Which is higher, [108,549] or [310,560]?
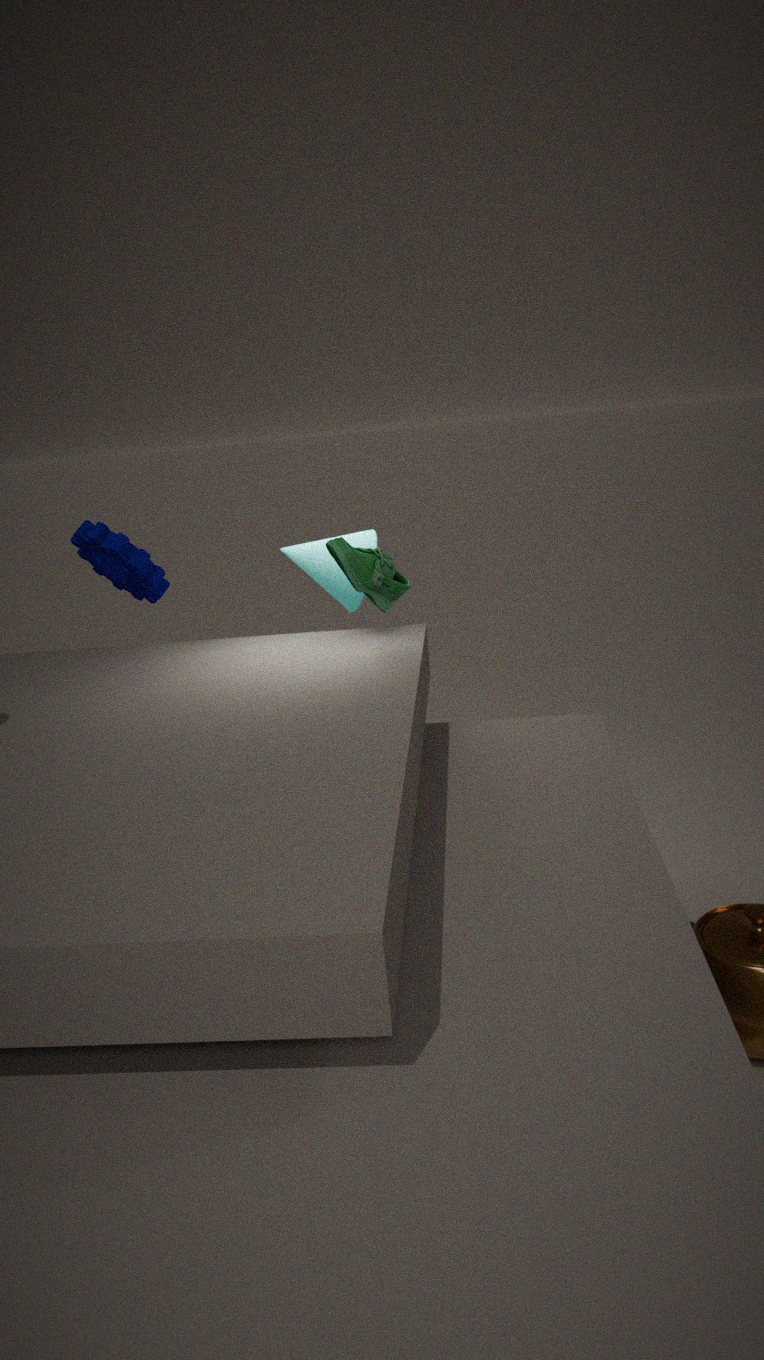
[108,549]
